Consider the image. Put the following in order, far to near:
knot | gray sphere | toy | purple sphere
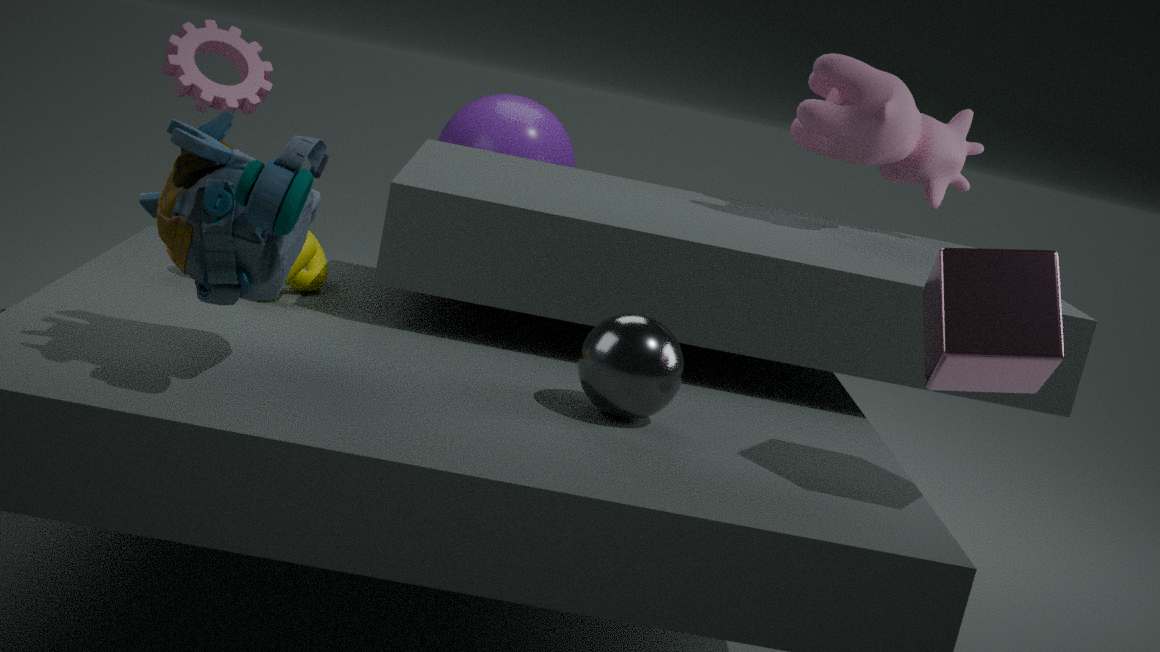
1. purple sphere
2. knot
3. gray sphere
4. toy
